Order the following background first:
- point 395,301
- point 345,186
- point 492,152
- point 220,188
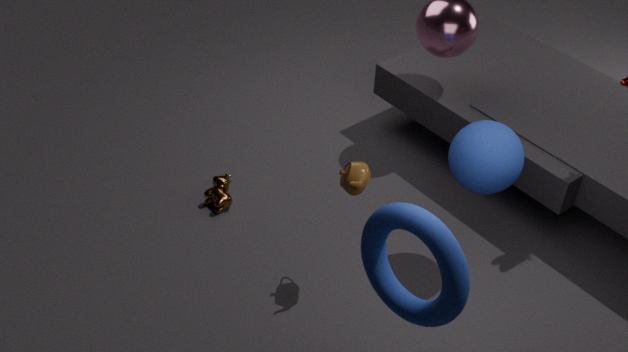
point 220,188
point 345,186
point 492,152
point 395,301
